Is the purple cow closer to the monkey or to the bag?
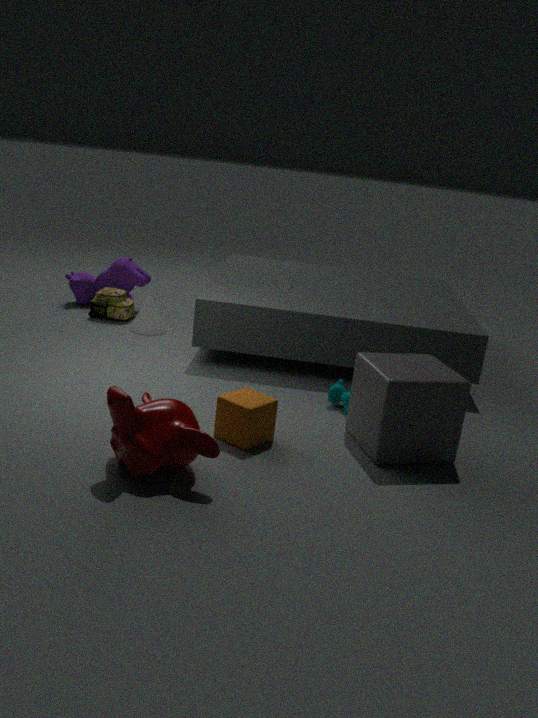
the bag
